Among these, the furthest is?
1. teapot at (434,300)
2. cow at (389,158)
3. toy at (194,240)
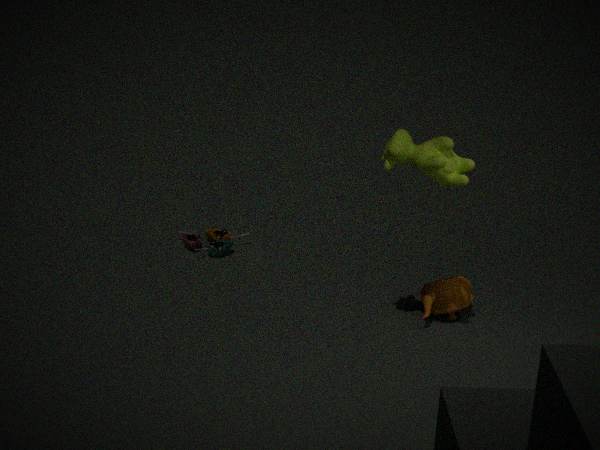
toy at (194,240)
